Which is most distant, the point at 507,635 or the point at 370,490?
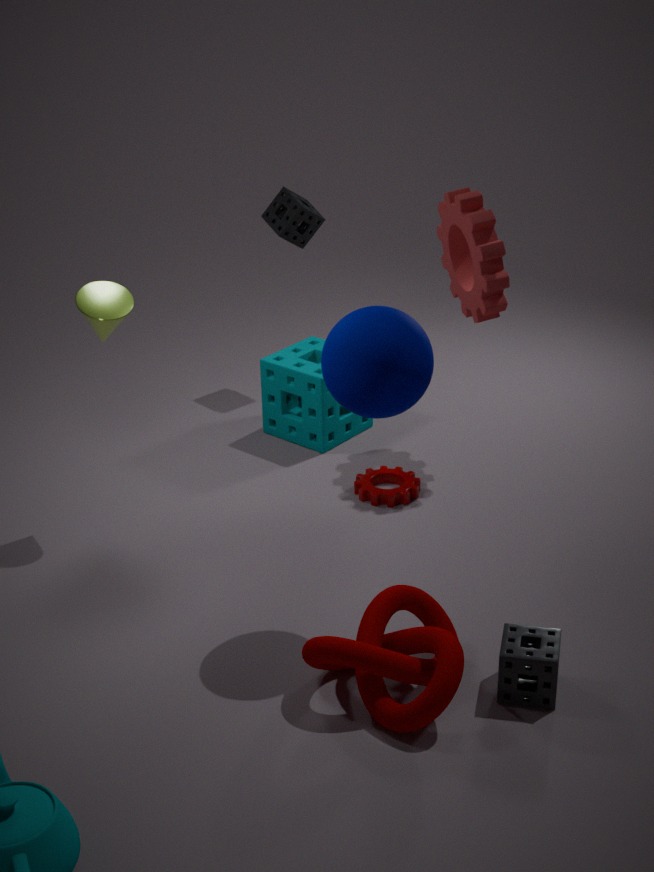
the point at 370,490
